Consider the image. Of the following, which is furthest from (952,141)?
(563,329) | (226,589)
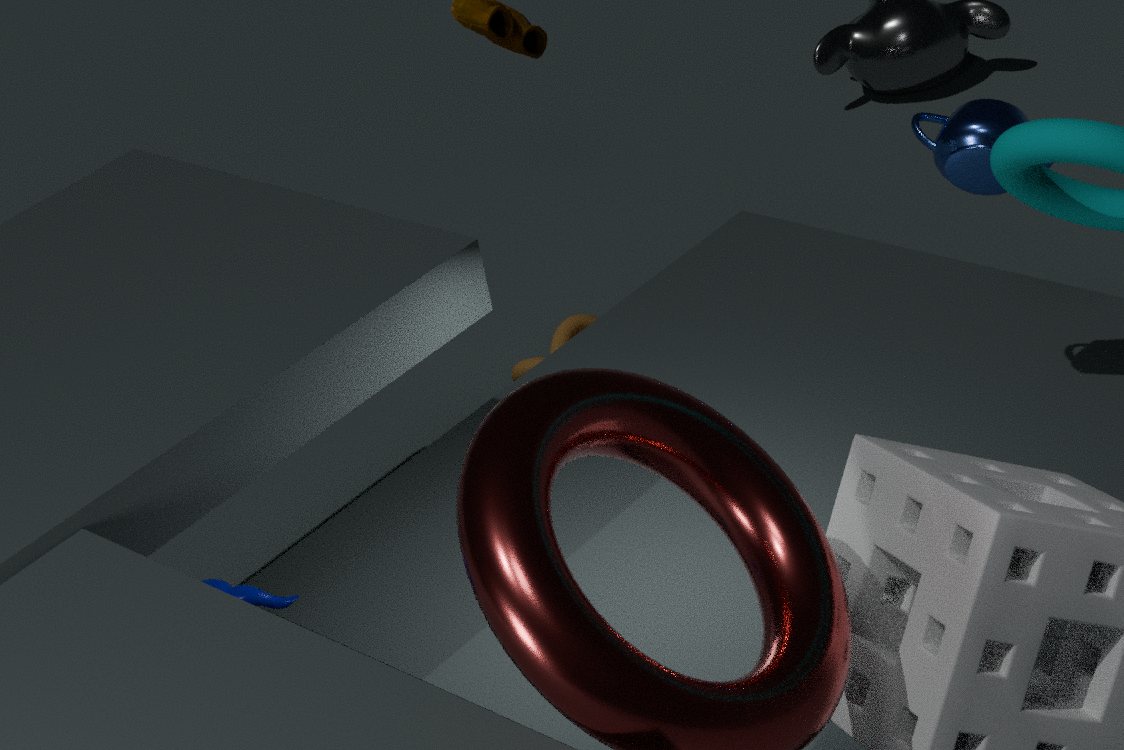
(226,589)
